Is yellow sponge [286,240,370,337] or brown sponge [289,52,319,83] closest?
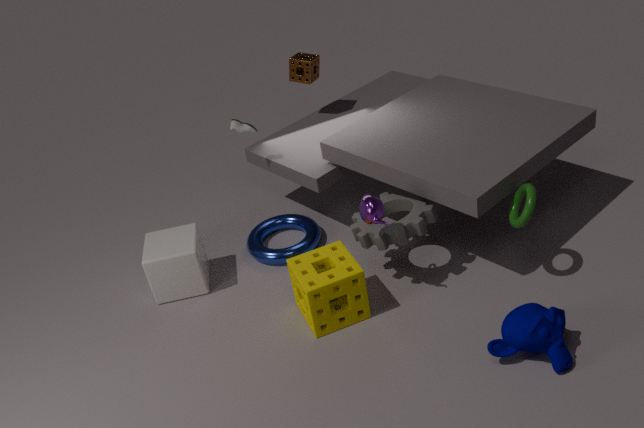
yellow sponge [286,240,370,337]
